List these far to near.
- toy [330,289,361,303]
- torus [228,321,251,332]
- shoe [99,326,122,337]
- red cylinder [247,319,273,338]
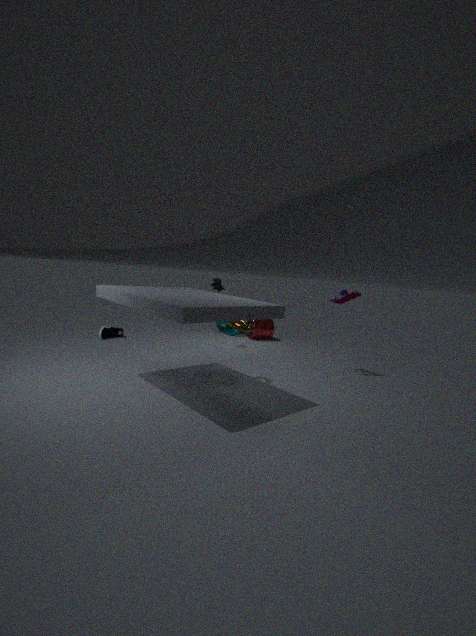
1. red cylinder [247,319,273,338]
2. shoe [99,326,122,337]
3. toy [330,289,361,303]
4. torus [228,321,251,332]
